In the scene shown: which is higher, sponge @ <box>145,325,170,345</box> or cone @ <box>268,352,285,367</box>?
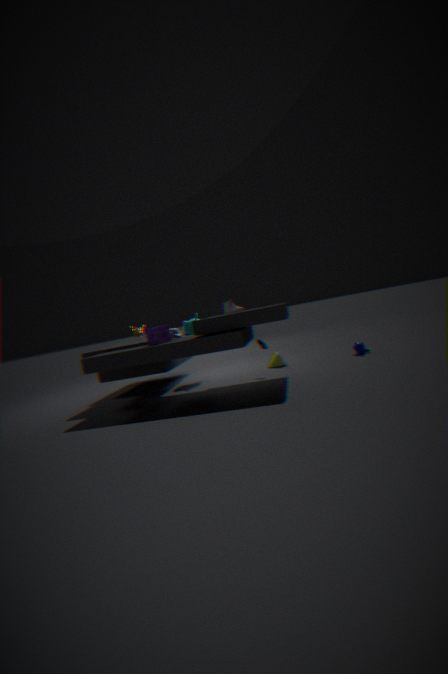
sponge @ <box>145,325,170,345</box>
